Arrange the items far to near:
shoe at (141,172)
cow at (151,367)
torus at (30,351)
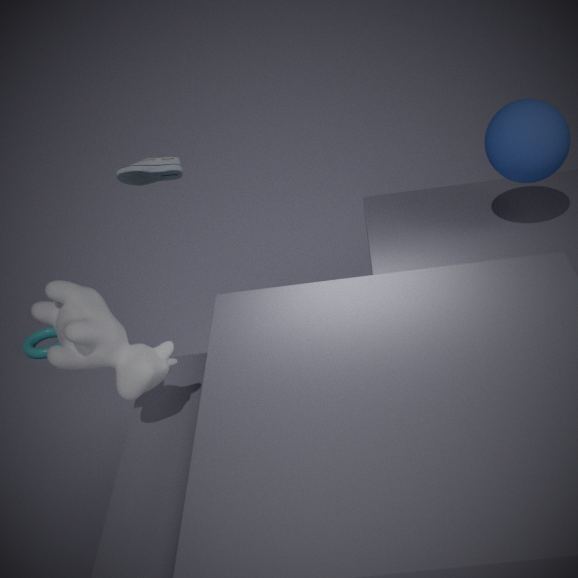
torus at (30,351) < shoe at (141,172) < cow at (151,367)
